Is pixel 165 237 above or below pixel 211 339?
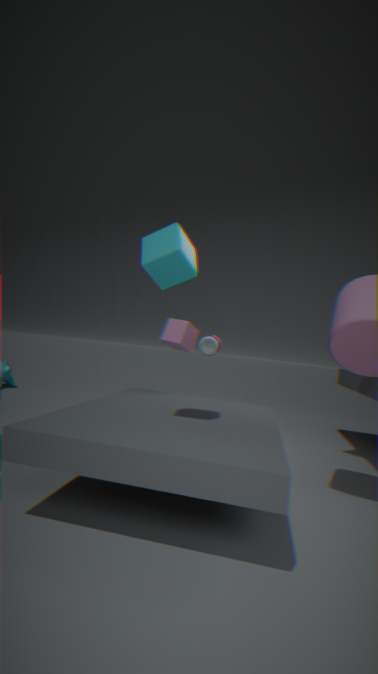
above
